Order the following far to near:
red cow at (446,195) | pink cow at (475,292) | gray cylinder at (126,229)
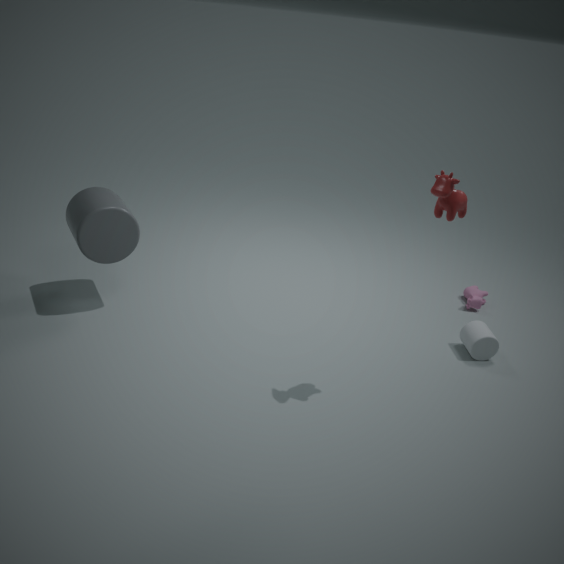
pink cow at (475,292) < gray cylinder at (126,229) < red cow at (446,195)
